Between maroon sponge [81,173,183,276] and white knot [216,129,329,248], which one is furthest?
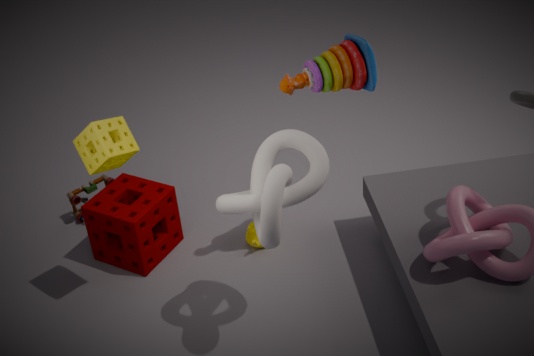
maroon sponge [81,173,183,276]
